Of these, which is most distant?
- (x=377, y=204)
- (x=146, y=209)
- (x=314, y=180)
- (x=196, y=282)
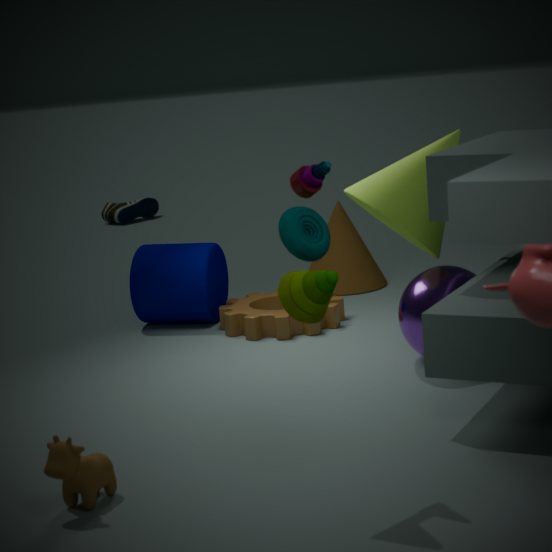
(x=146, y=209)
